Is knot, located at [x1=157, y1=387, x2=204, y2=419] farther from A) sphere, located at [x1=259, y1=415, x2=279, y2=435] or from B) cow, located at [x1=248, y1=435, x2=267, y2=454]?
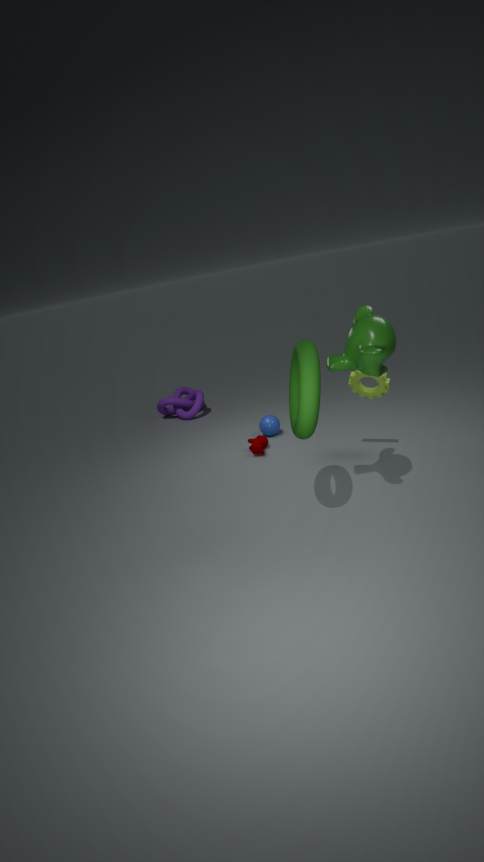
B) cow, located at [x1=248, y1=435, x2=267, y2=454]
